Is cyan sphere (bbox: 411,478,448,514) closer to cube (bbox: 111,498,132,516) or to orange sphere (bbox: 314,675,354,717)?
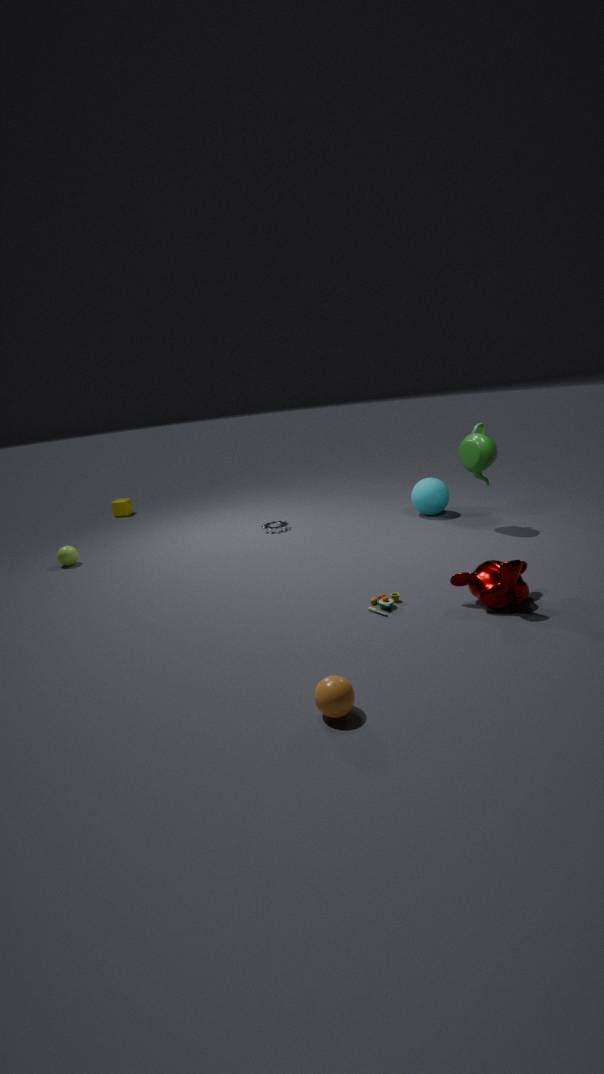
orange sphere (bbox: 314,675,354,717)
